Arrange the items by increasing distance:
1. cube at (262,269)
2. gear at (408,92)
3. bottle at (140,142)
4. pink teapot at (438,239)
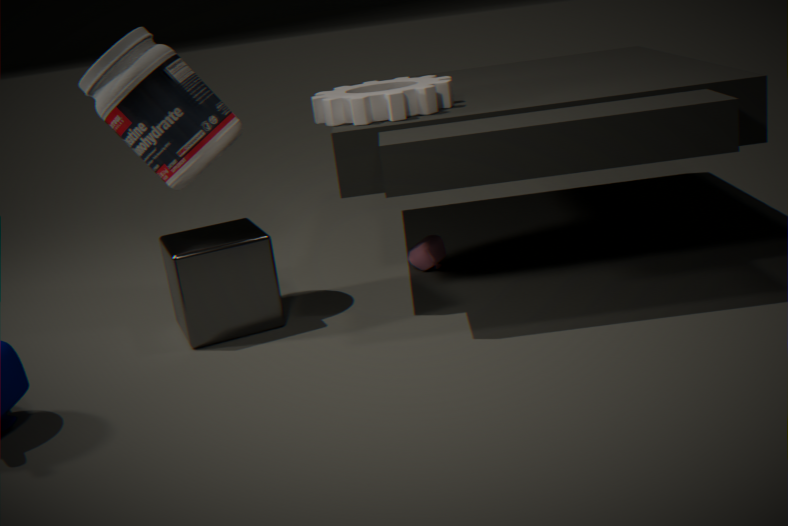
cube at (262,269) → bottle at (140,142) → gear at (408,92) → pink teapot at (438,239)
